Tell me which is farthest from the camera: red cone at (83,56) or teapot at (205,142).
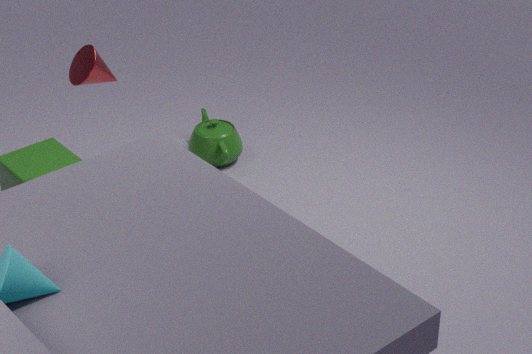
teapot at (205,142)
